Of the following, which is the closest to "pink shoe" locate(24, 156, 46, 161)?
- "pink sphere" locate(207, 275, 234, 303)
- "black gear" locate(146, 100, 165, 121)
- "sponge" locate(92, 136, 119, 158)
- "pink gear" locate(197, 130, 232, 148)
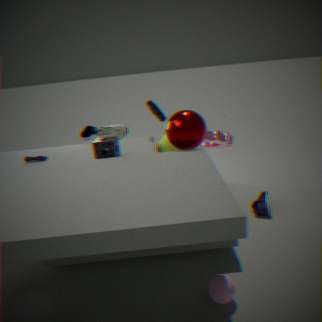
"sponge" locate(92, 136, 119, 158)
